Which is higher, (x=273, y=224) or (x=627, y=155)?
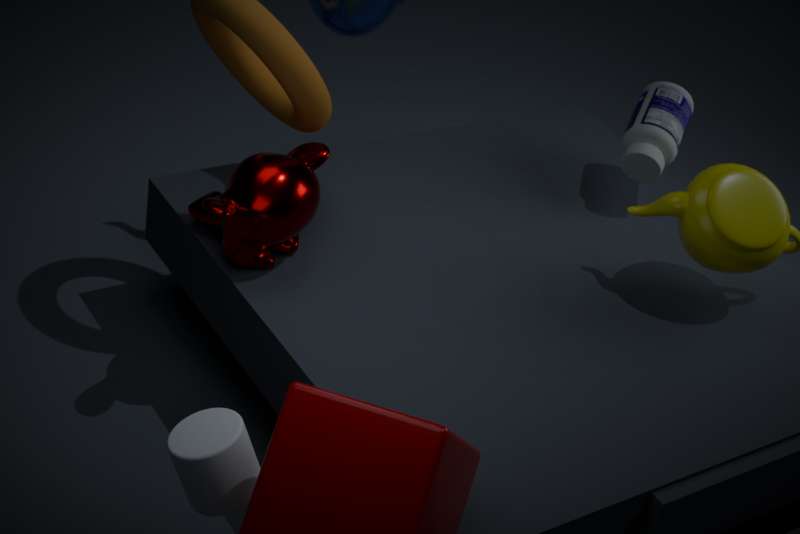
(x=627, y=155)
